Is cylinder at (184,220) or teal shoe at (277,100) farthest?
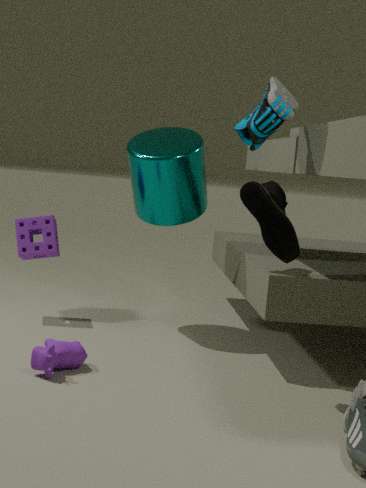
cylinder at (184,220)
